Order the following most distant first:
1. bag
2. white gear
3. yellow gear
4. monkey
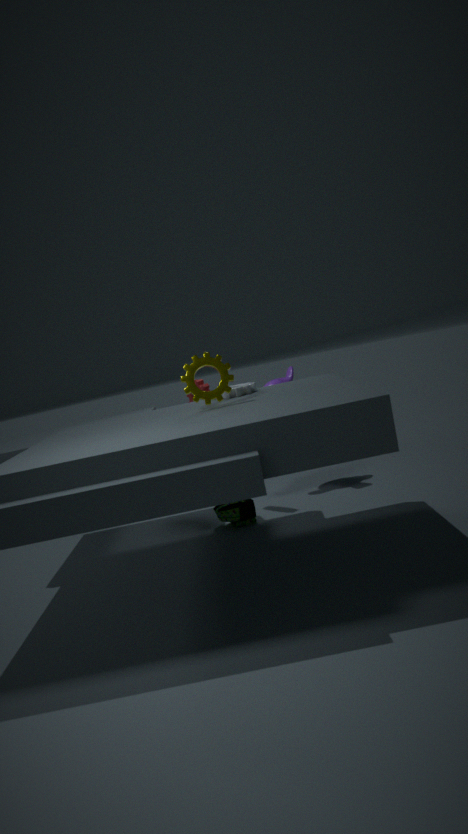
1. monkey
2. bag
3. white gear
4. yellow gear
